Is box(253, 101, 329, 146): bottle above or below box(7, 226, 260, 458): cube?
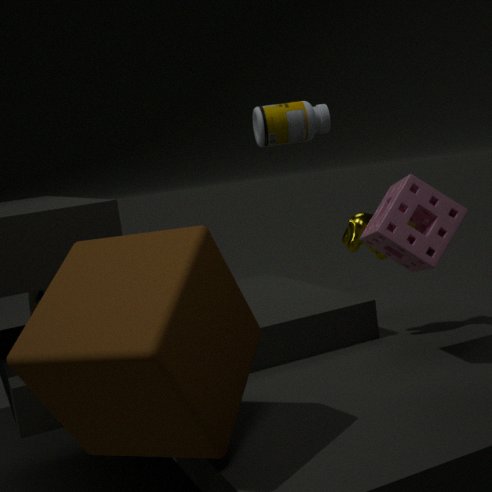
above
